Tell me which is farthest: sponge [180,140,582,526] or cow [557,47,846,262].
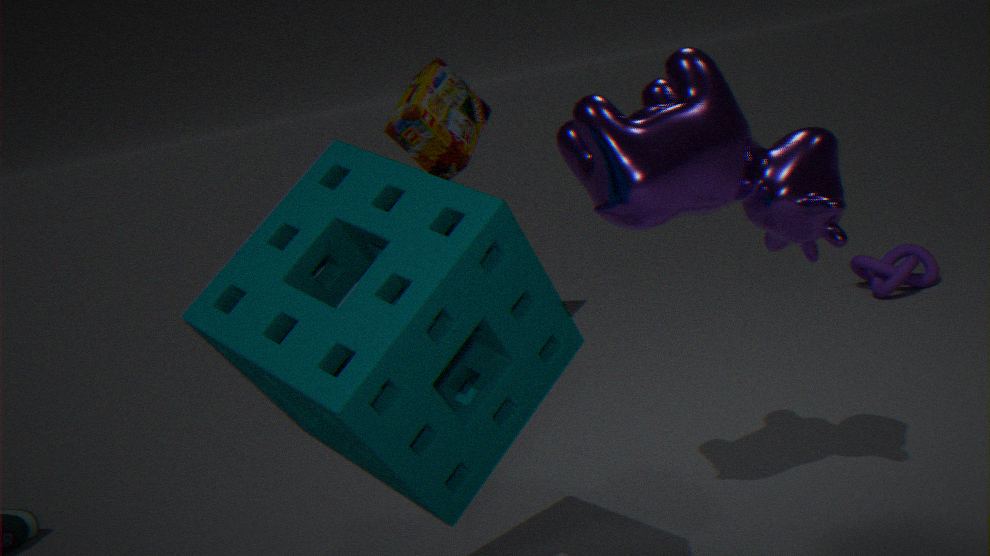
cow [557,47,846,262]
